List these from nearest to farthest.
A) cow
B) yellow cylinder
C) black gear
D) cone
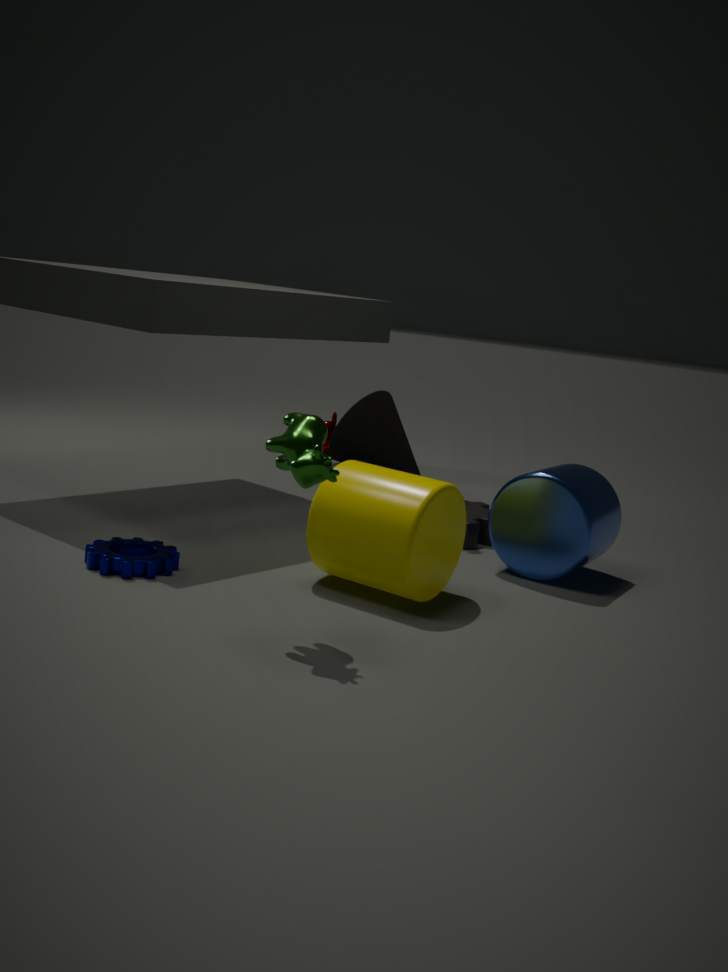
cow
yellow cylinder
black gear
cone
